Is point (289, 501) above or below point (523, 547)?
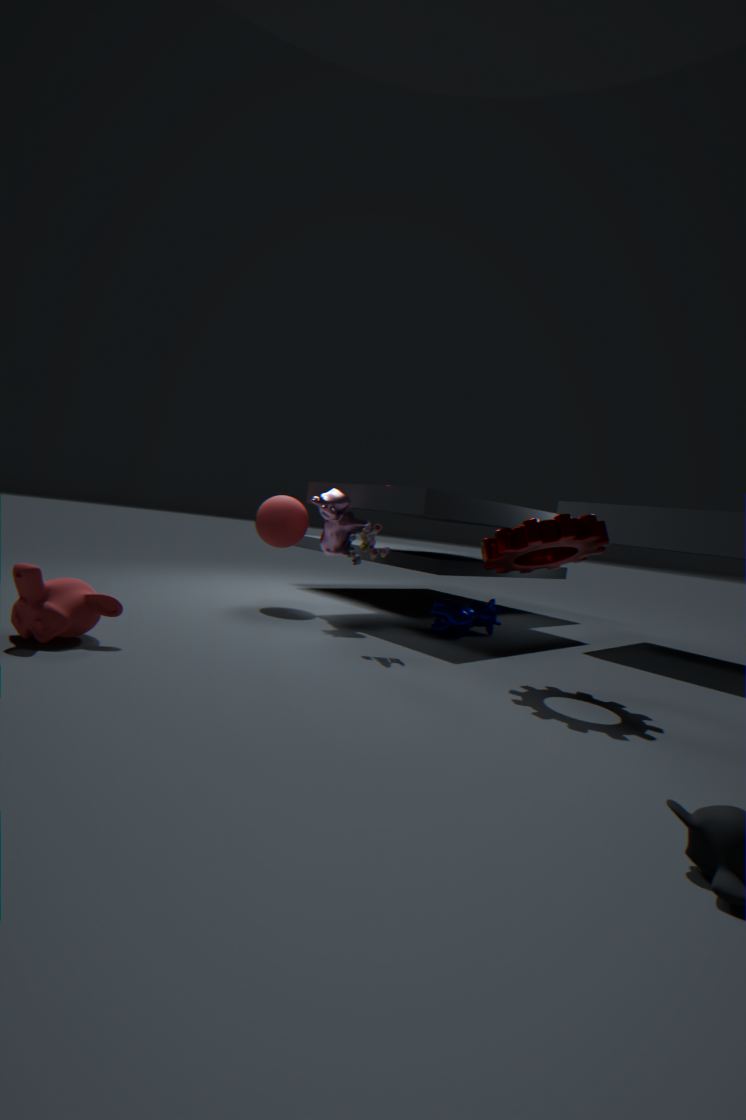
below
